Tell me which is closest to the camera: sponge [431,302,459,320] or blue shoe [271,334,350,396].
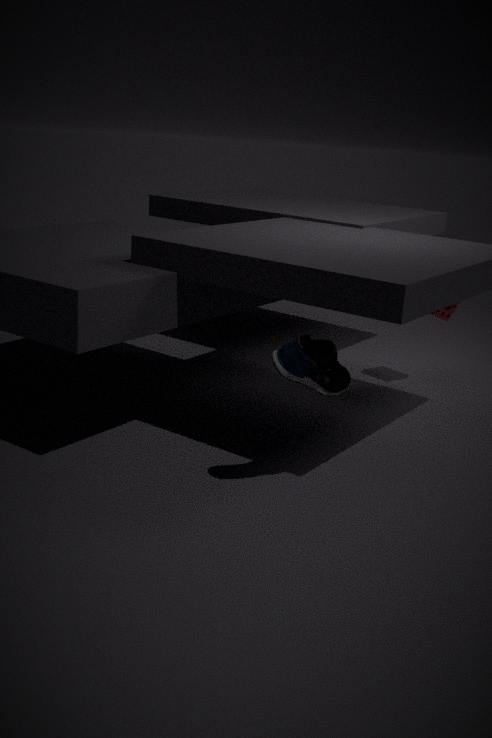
blue shoe [271,334,350,396]
